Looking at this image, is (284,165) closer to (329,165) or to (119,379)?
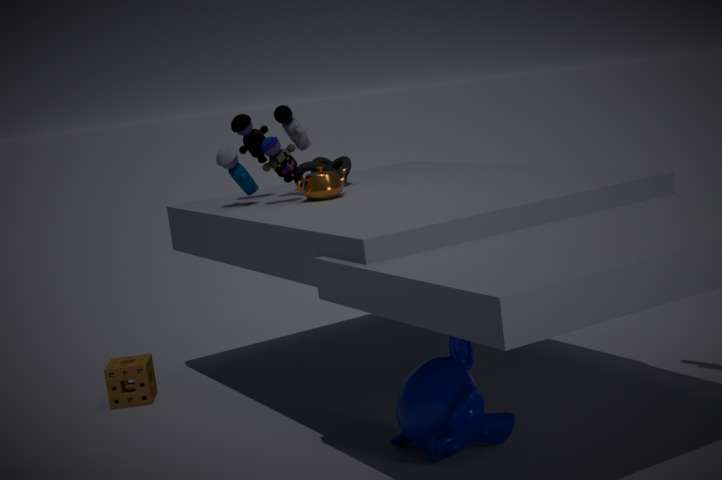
(329,165)
